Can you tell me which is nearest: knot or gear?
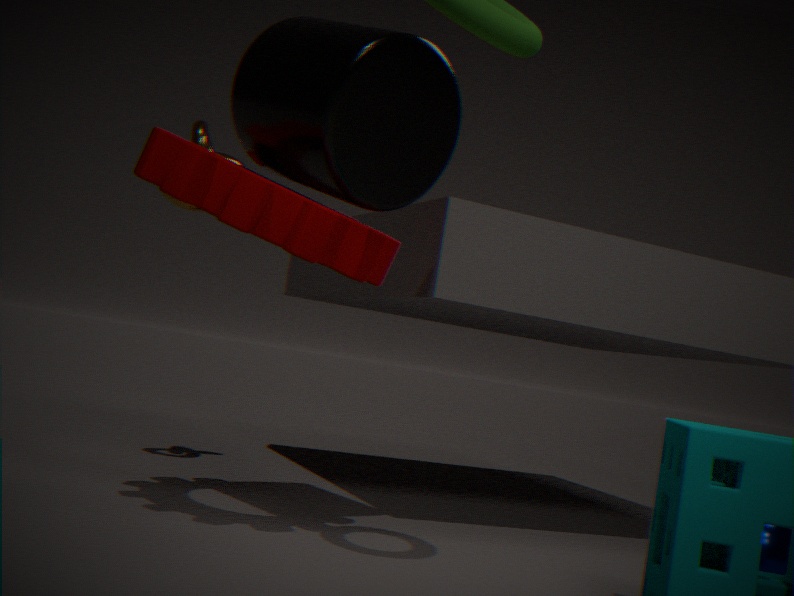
gear
